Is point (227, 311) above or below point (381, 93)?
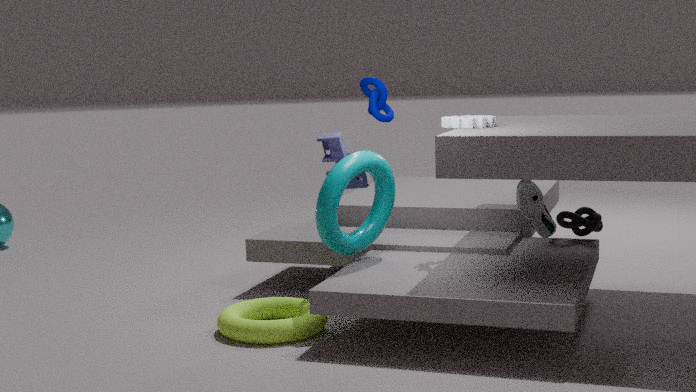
below
